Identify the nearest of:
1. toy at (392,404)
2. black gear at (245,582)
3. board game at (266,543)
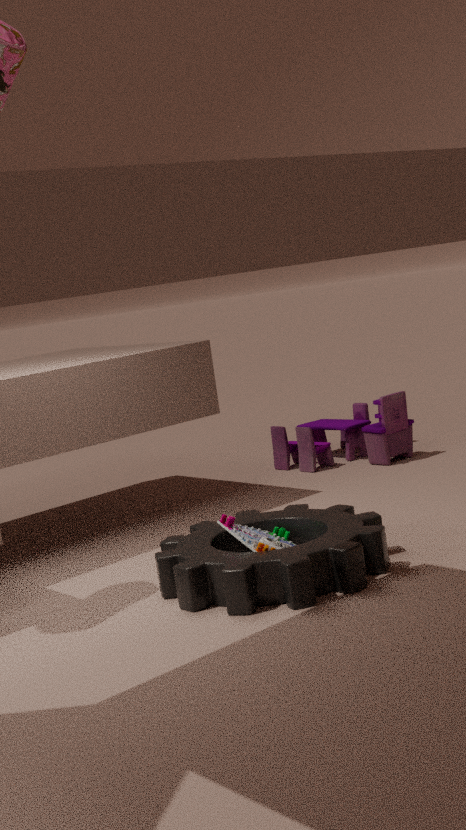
black gear at (245,582)
